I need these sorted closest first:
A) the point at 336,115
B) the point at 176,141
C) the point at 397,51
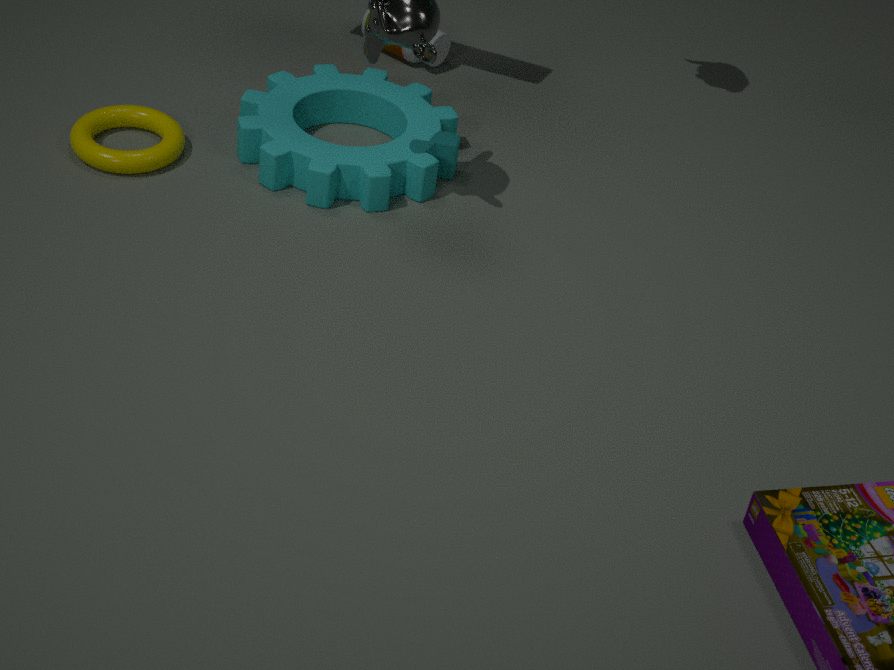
the point at 176,141
the point at 336,115
the point at 397,51
